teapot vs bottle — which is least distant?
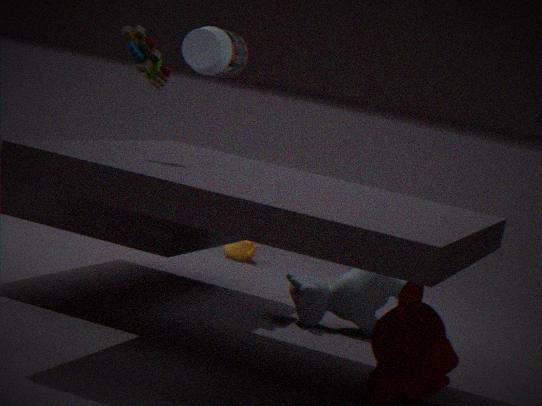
bottle
